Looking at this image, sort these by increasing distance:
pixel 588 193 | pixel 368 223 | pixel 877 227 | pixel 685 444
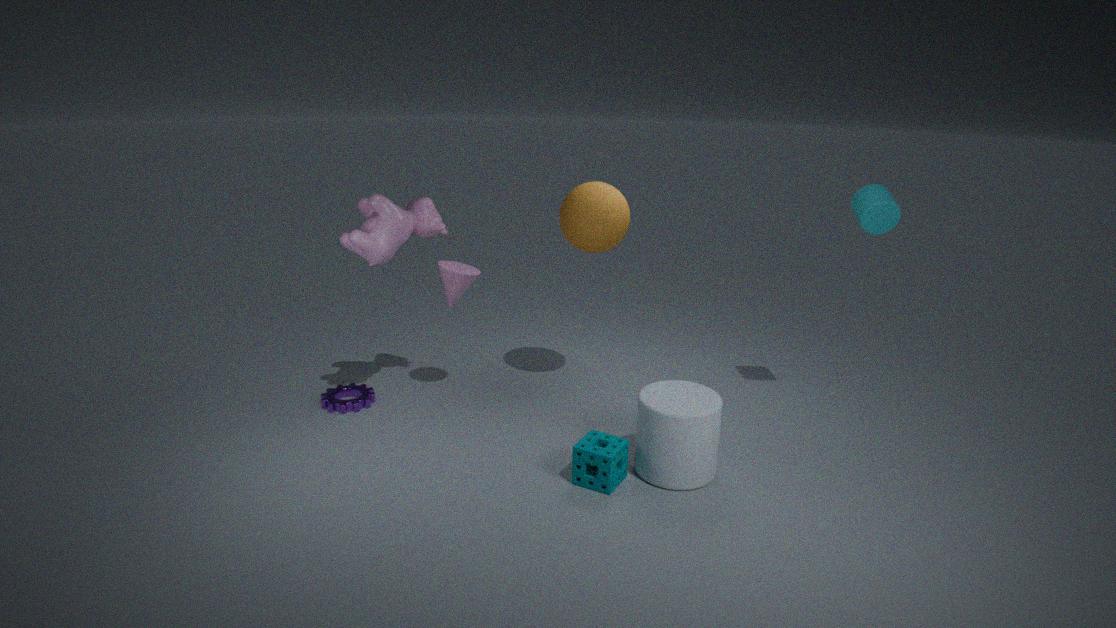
pixel 685 444 < pixel 368 223 < pixel 877 227 < pixel 588 193
